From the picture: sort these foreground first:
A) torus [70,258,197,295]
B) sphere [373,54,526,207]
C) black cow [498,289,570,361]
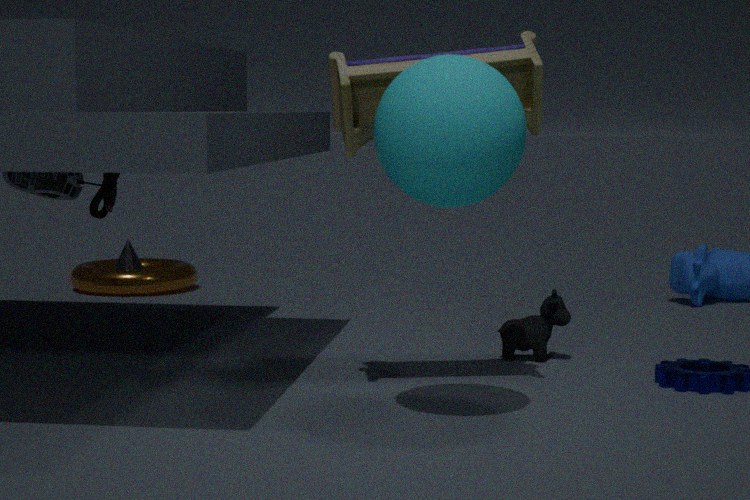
sphere [373,54,526,207]
black cow [498,289,570,361]
torus [70,258,197,295]
